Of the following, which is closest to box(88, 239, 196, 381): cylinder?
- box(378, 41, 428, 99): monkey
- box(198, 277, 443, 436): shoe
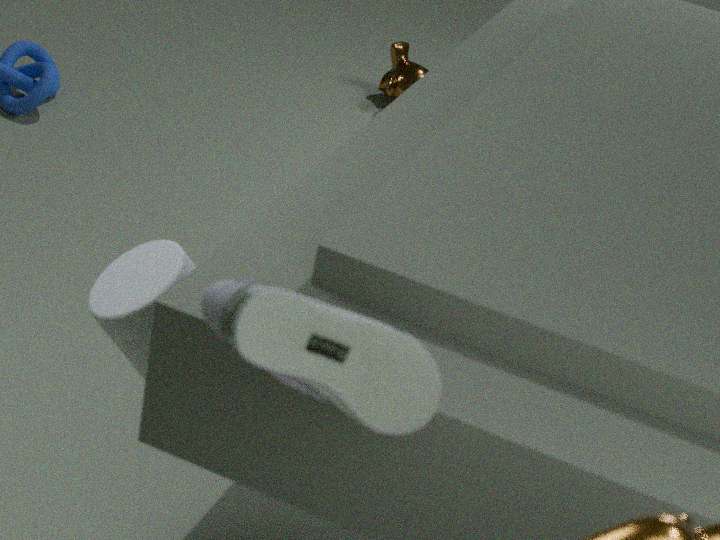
box(198, 277, 443, 436): shoe
